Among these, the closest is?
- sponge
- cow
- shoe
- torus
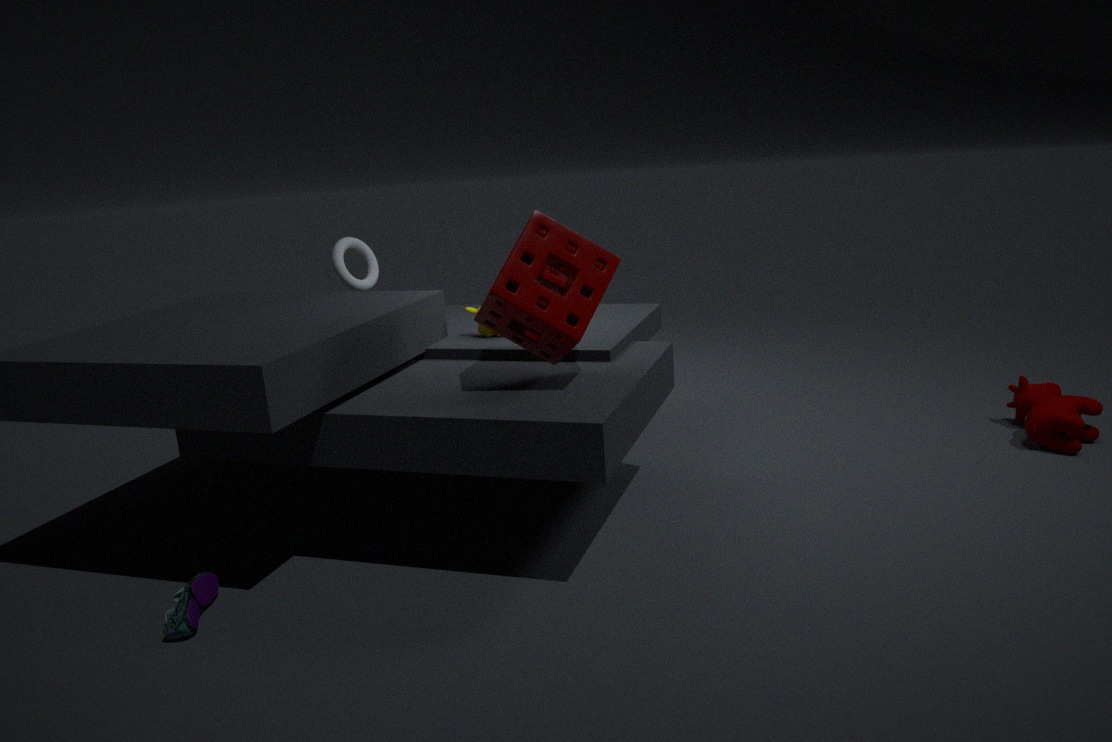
shoe
